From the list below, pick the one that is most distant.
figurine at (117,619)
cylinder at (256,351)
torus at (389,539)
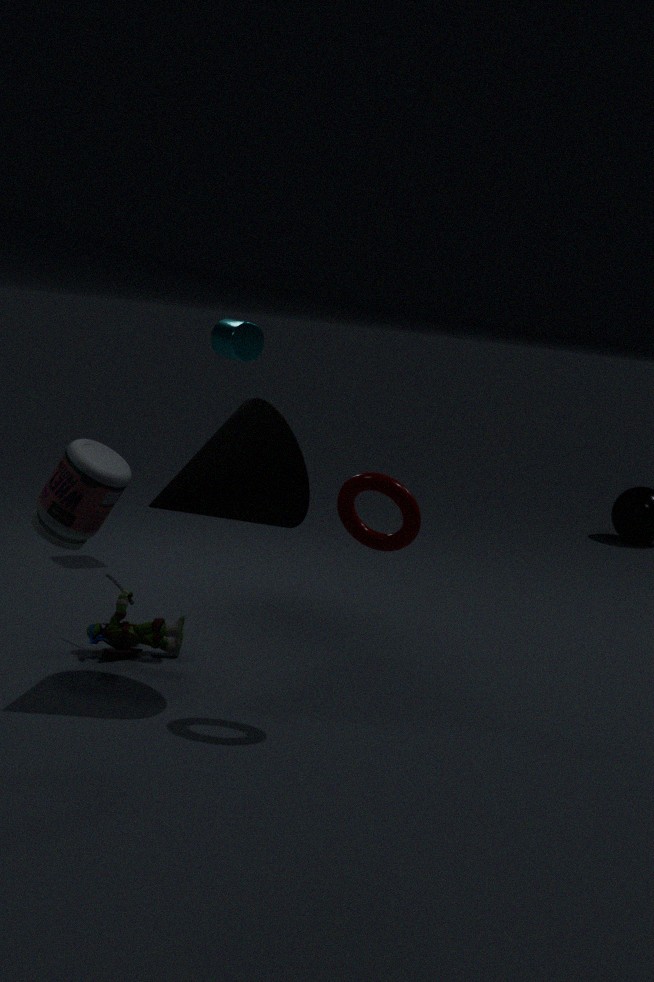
cylinder at (256,351)
